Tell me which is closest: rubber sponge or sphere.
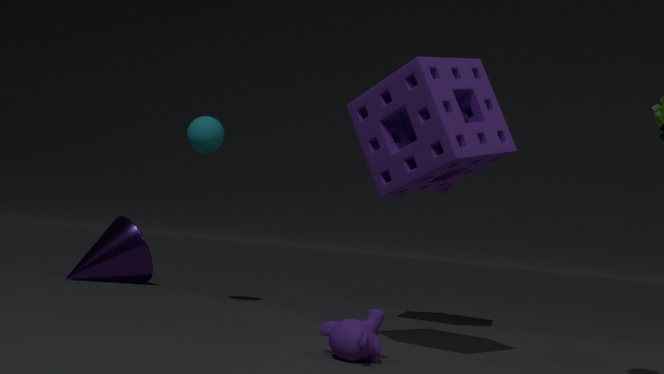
rubber sponge
